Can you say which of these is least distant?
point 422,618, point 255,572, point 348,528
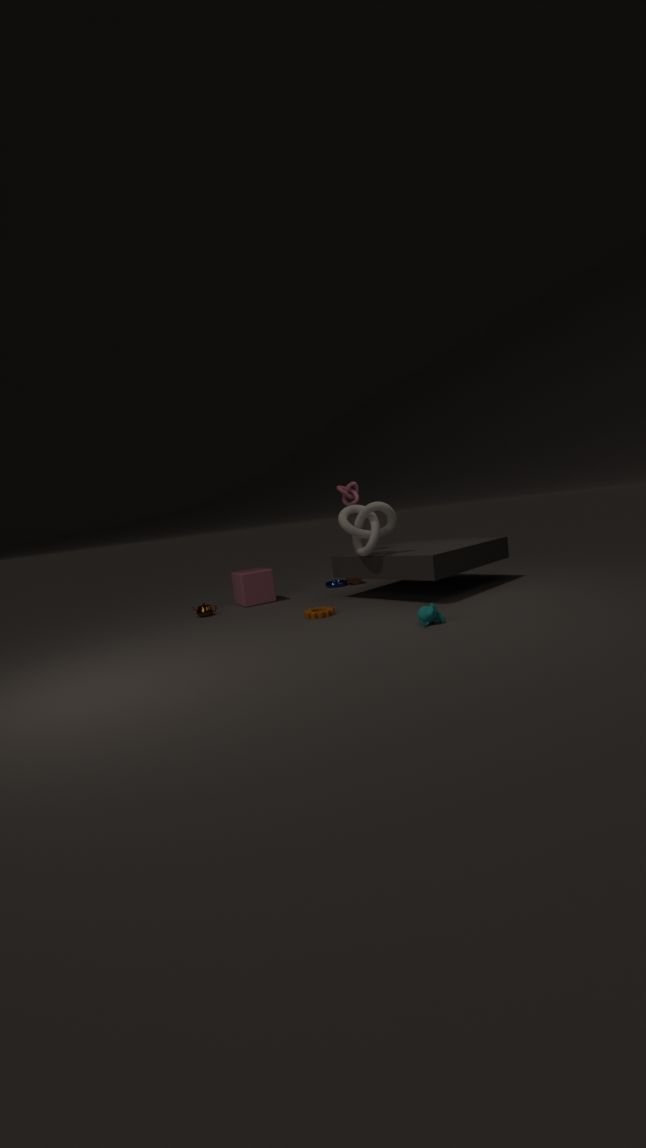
point 422,618
